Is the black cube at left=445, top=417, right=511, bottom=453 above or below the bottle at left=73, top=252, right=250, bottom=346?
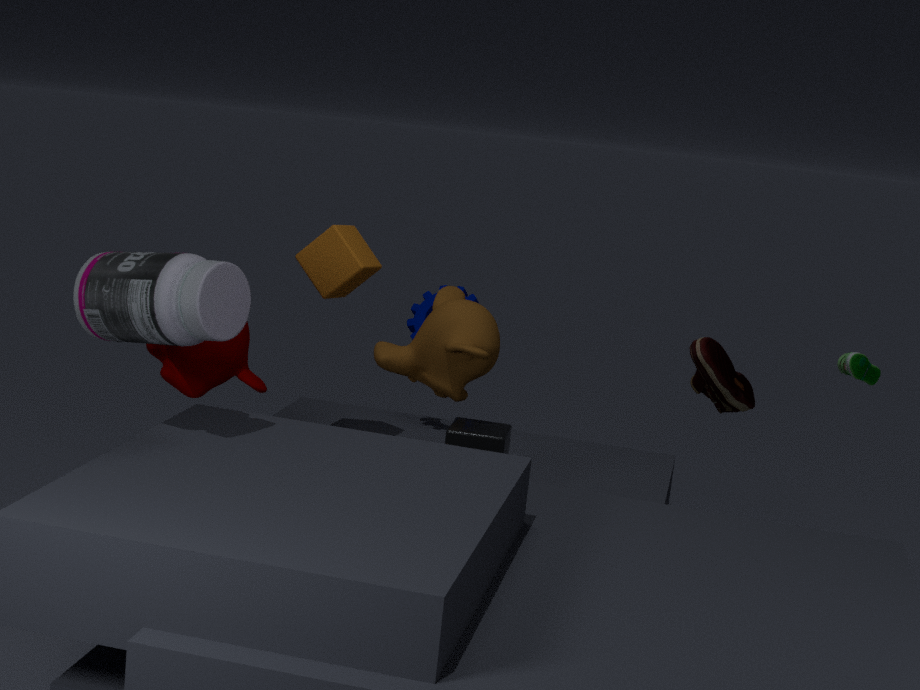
below
